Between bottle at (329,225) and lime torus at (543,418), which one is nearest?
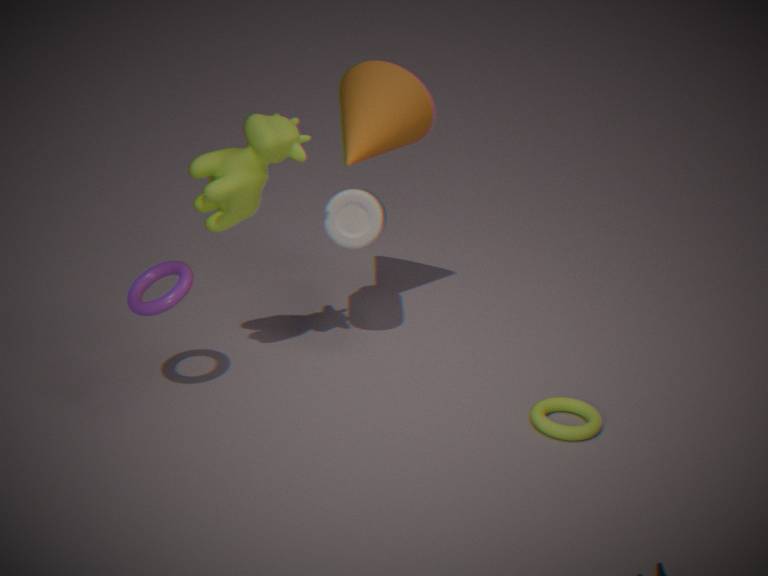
lime torus at (543,418)
